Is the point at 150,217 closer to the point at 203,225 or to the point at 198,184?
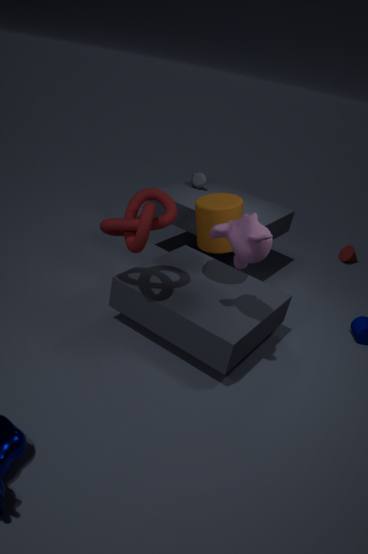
the point at 203,225
